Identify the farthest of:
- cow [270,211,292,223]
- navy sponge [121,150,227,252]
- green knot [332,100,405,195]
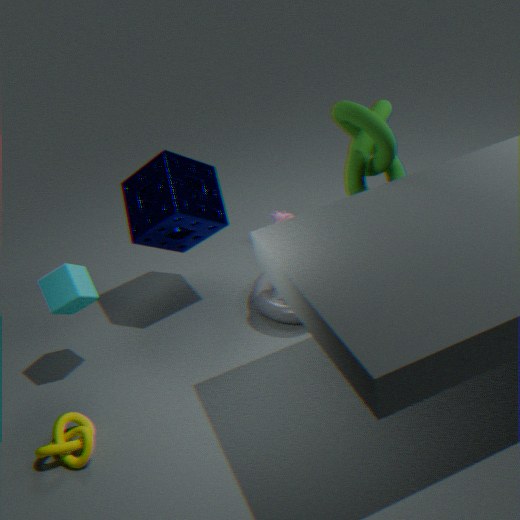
cow [270,211,292,223]
